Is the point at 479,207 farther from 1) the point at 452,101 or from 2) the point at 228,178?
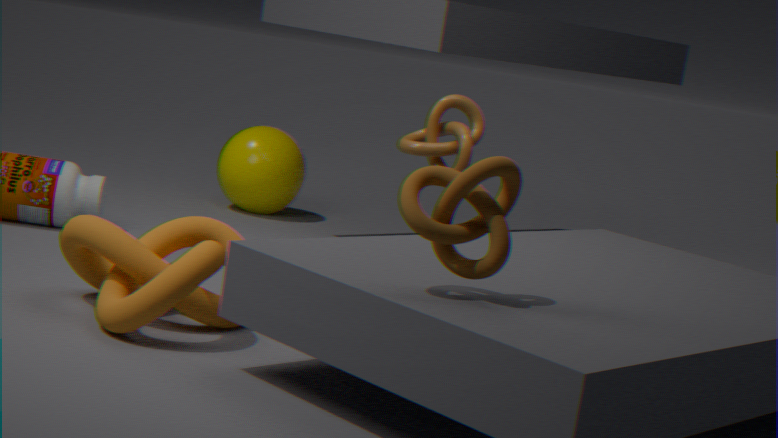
2) the point at 228,178
